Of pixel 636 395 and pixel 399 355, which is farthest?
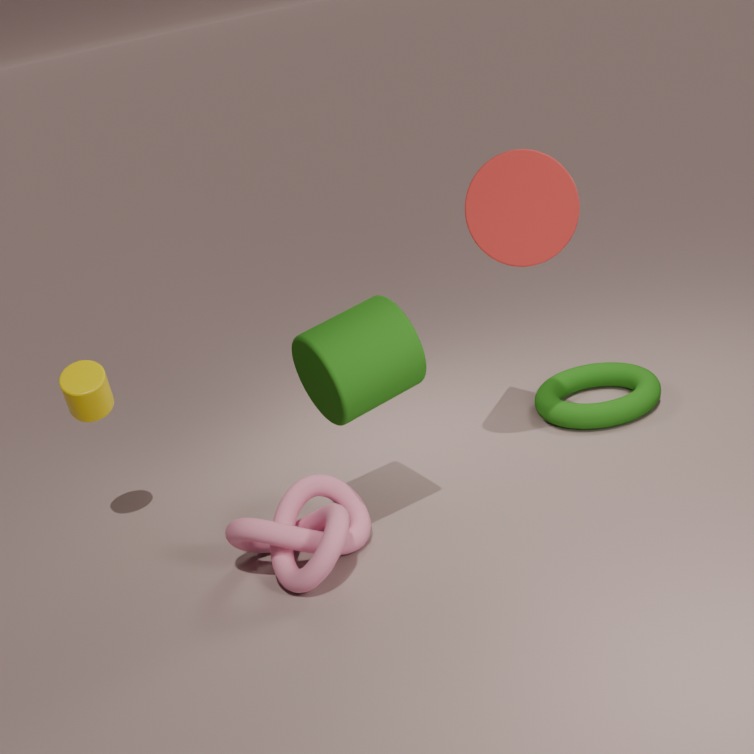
pixel 636 395
